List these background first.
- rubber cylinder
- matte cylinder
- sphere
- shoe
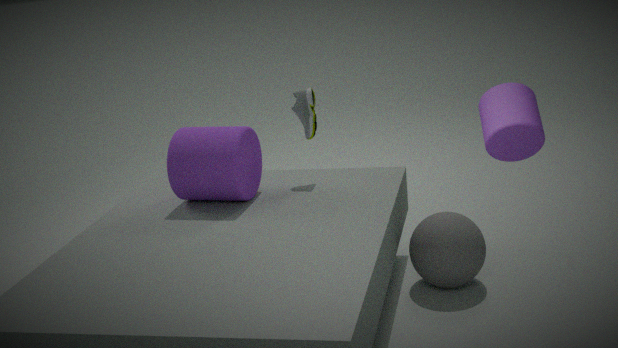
shoe < matte cylinder < sphere < rubber cylinder
